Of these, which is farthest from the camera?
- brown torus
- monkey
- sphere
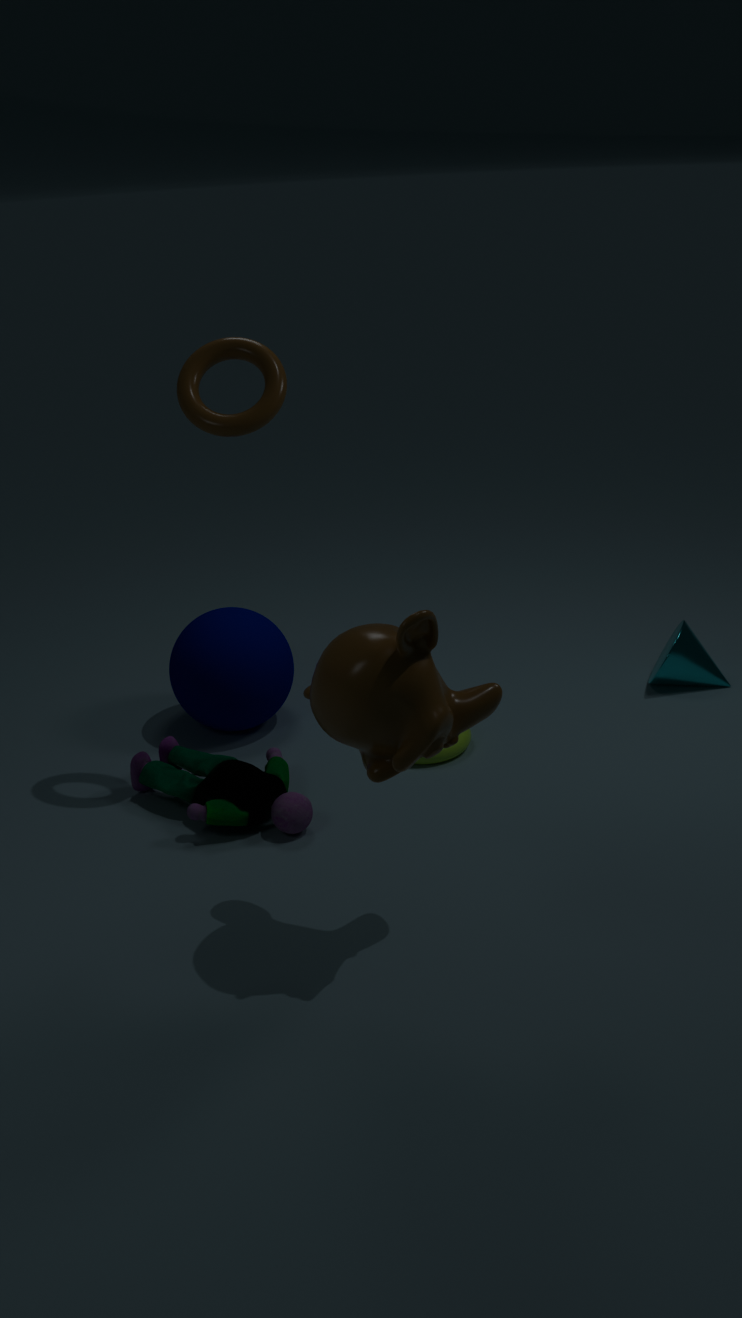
sphere
